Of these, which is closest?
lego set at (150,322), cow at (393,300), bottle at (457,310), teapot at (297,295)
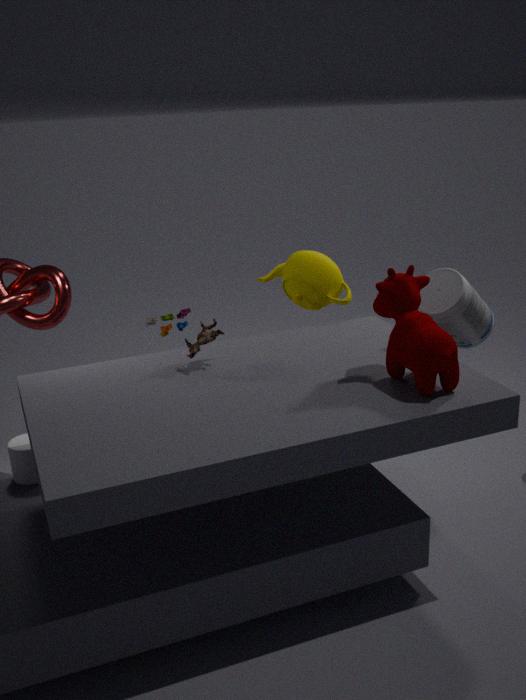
cow at (393,300)
